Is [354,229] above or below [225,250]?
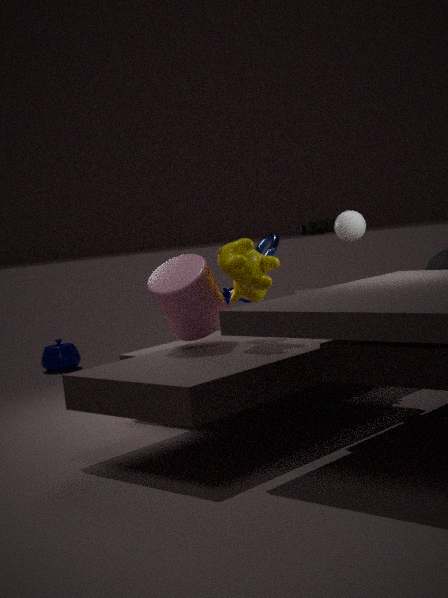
above
